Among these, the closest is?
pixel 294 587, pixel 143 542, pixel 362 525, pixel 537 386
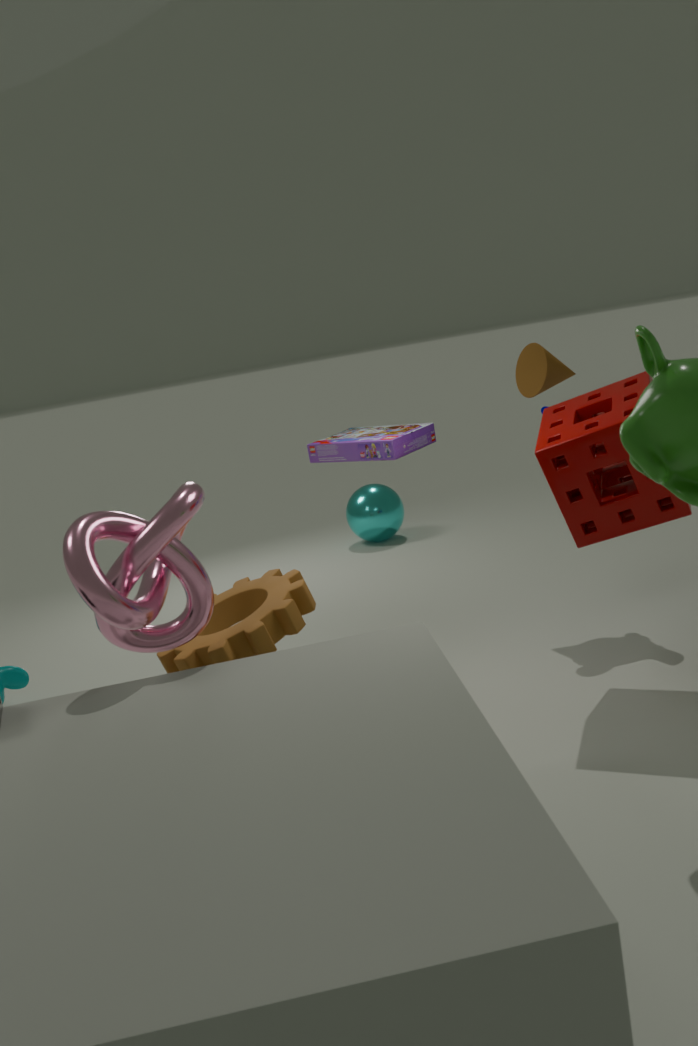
pixel 143 542
